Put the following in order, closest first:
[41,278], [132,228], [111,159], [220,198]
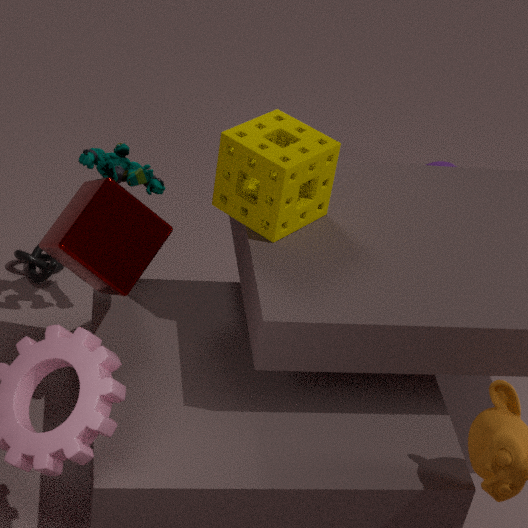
[132,228], [220,198], [111,159], [41,278]
